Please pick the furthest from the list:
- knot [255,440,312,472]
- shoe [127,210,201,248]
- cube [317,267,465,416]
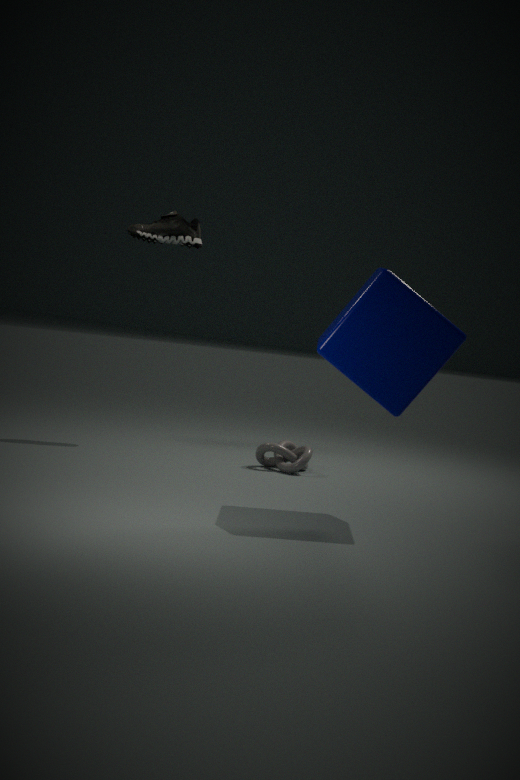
shoe [127,210,201,248]
